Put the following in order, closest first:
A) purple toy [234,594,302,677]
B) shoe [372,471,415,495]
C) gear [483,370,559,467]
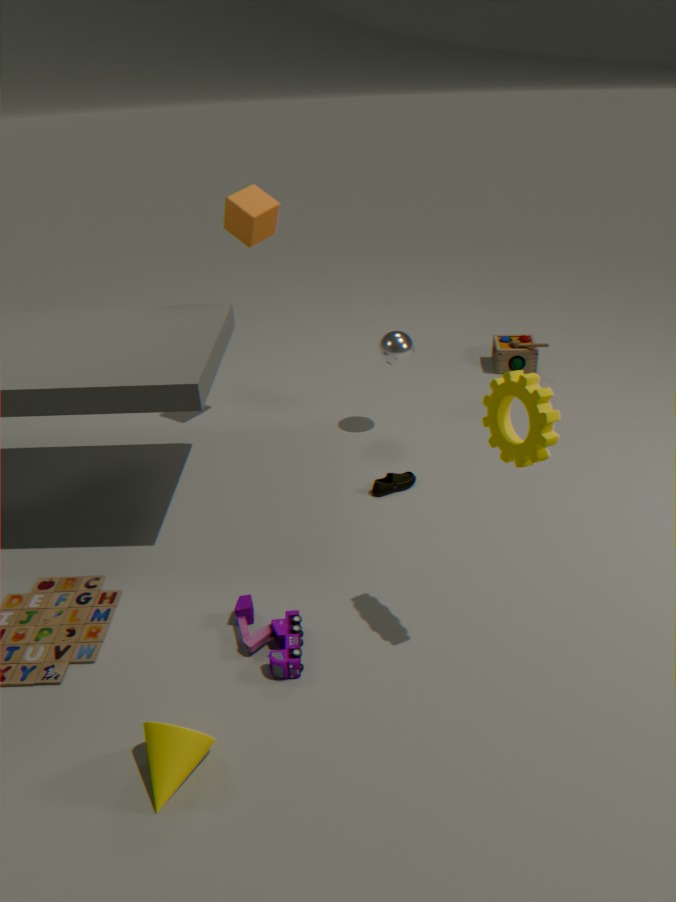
gear [483,370,559,467], purple toy [234,594,302,677], shoe [372,471,415,495]
